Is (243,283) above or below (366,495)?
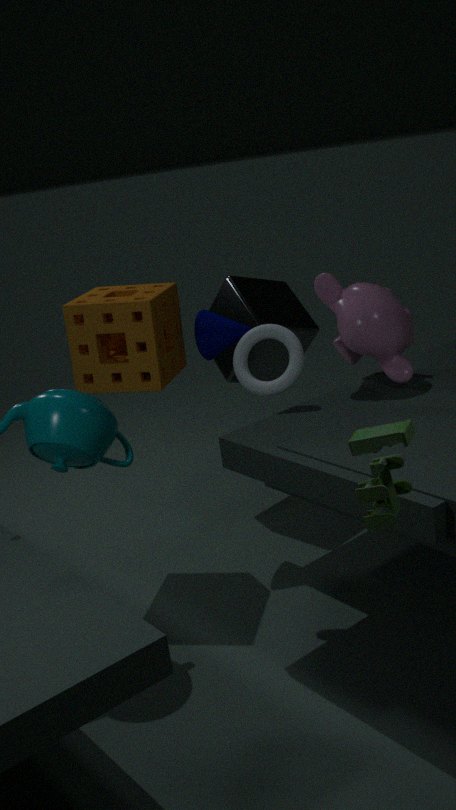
below
